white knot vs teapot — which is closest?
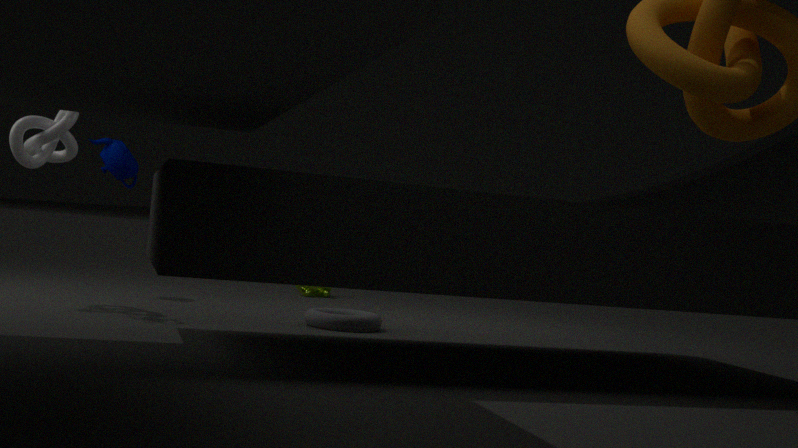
white knot
